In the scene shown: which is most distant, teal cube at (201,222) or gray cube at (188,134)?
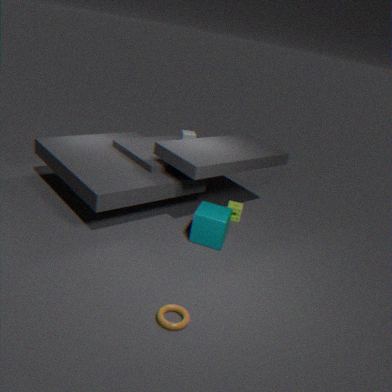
gray cube at (188,134)
